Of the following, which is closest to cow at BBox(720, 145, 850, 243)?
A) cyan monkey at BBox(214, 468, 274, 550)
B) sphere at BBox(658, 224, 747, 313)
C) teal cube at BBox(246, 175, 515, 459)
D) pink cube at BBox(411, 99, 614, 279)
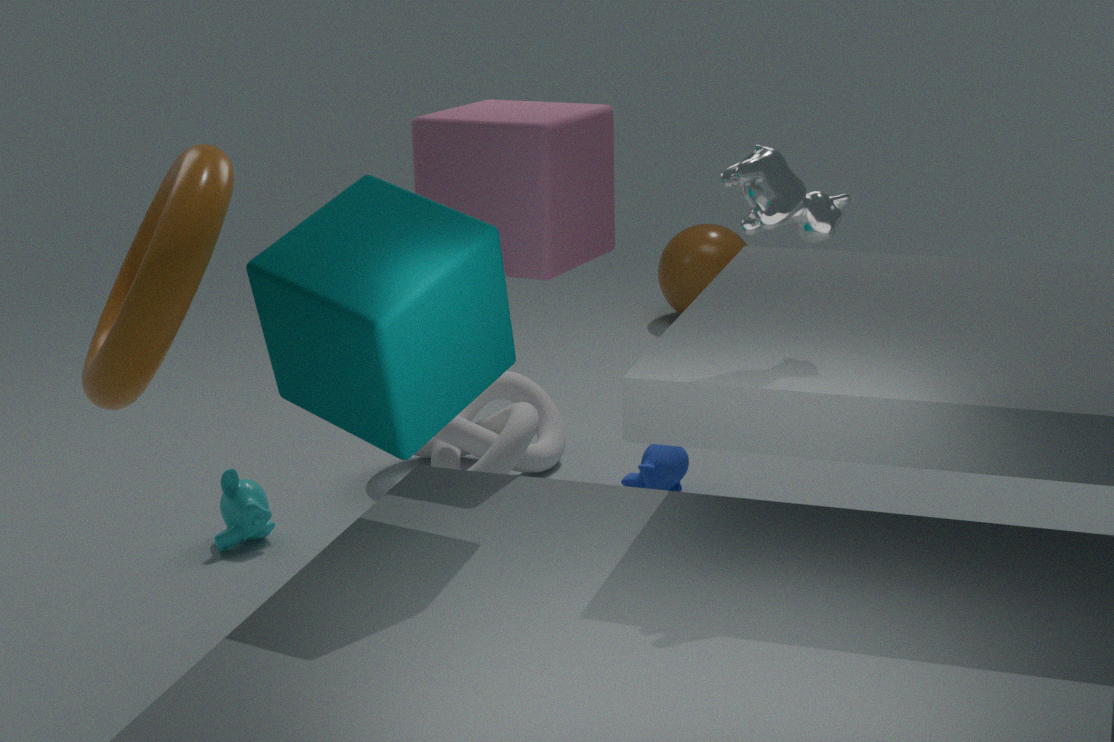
teal cube at BBox(246, 175, 515, 459)
